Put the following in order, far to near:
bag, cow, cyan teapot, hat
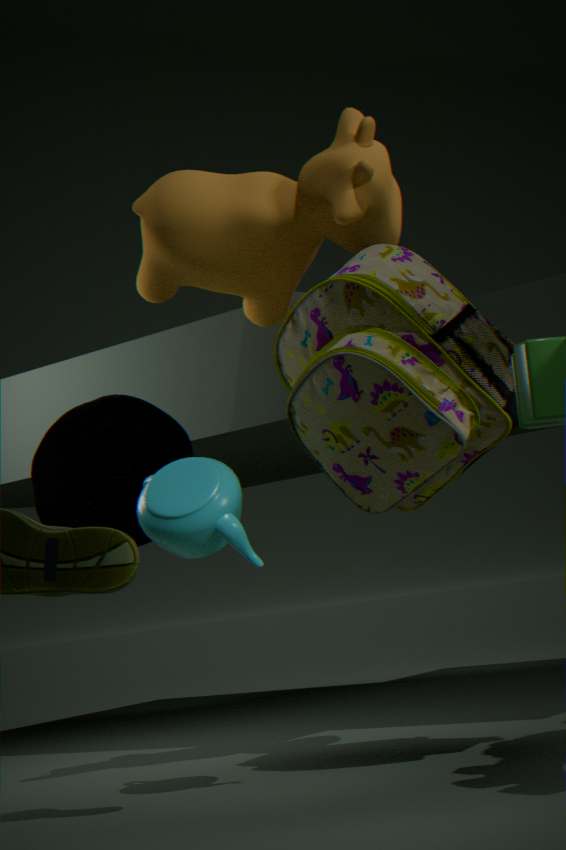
hat → cow → cyan teapot → bag
